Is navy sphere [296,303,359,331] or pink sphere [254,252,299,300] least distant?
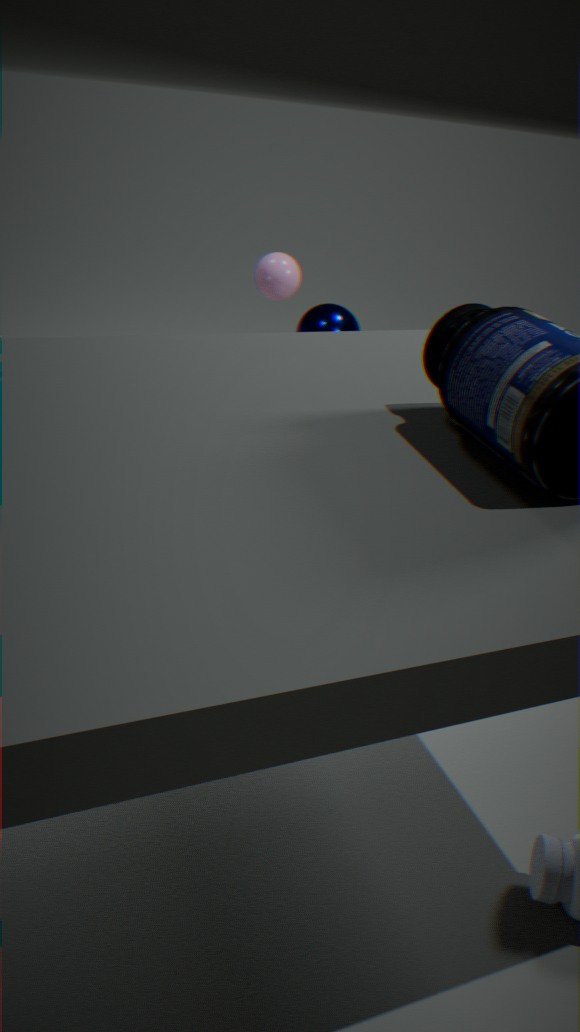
pink sphere [254,252,299,300]
